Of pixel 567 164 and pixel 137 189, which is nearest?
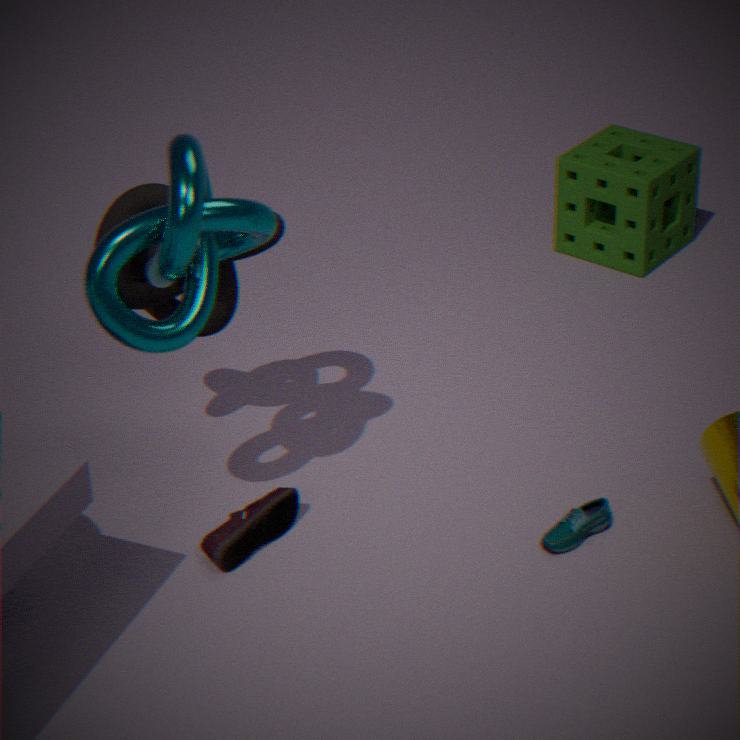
pixel 137 189
